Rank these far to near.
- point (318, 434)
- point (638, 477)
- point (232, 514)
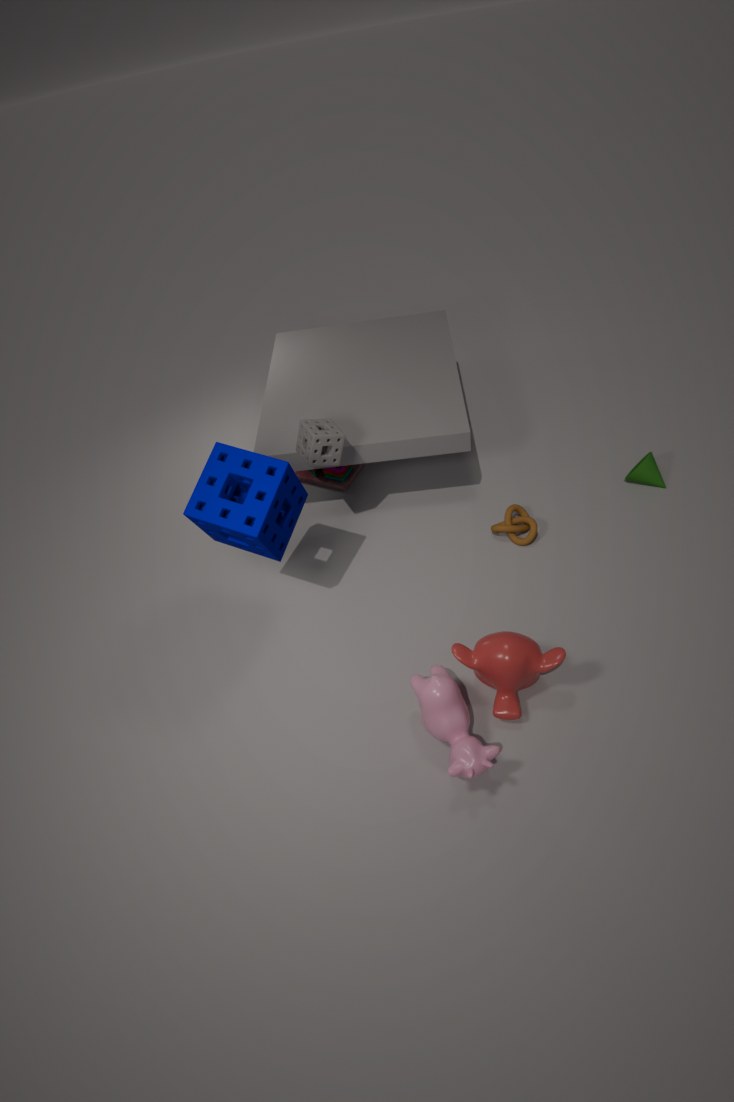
point (638, 477)
point (318, 434)
point (232, 514)
